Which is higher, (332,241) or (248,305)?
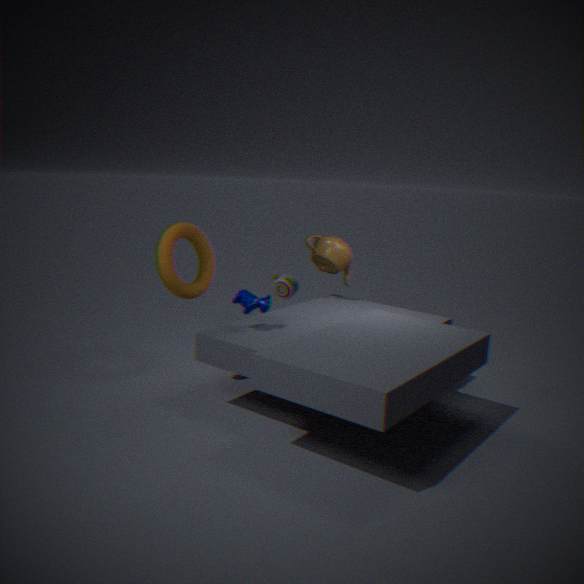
(332,241)
